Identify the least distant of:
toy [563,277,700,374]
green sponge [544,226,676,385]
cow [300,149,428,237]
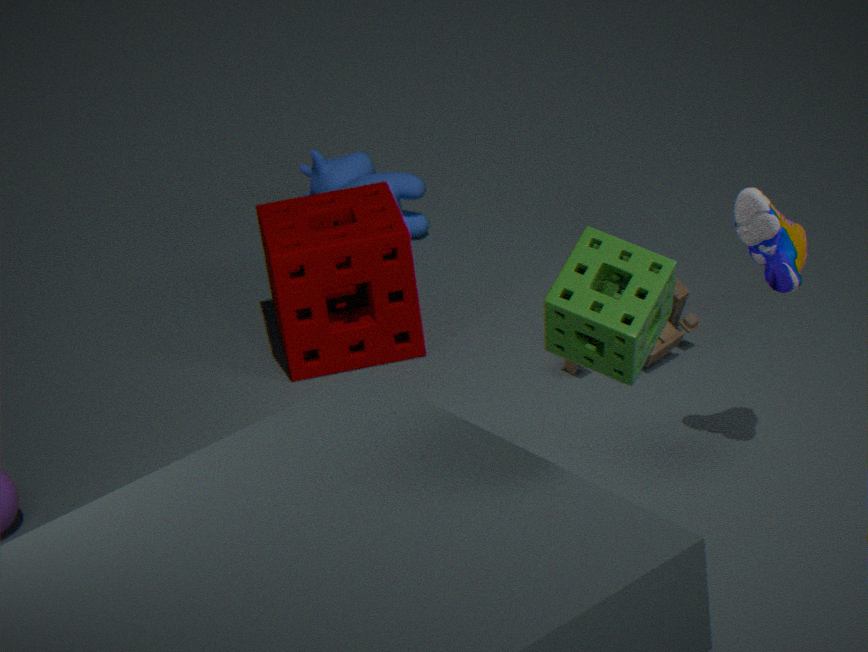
green sponge [544,226,676,385]
